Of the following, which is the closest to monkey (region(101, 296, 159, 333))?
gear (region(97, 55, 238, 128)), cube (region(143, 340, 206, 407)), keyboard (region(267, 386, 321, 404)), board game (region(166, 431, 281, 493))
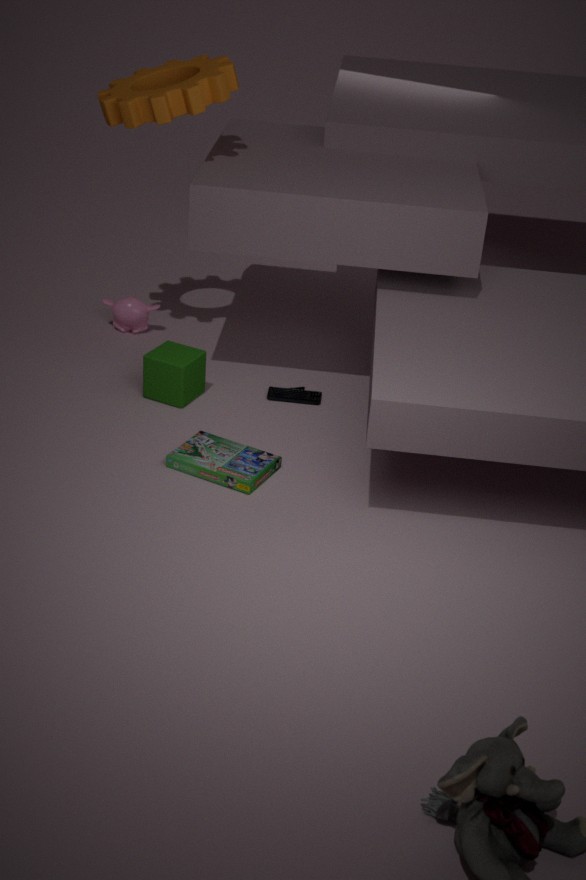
cube (region(143, 340, 206, 407))
